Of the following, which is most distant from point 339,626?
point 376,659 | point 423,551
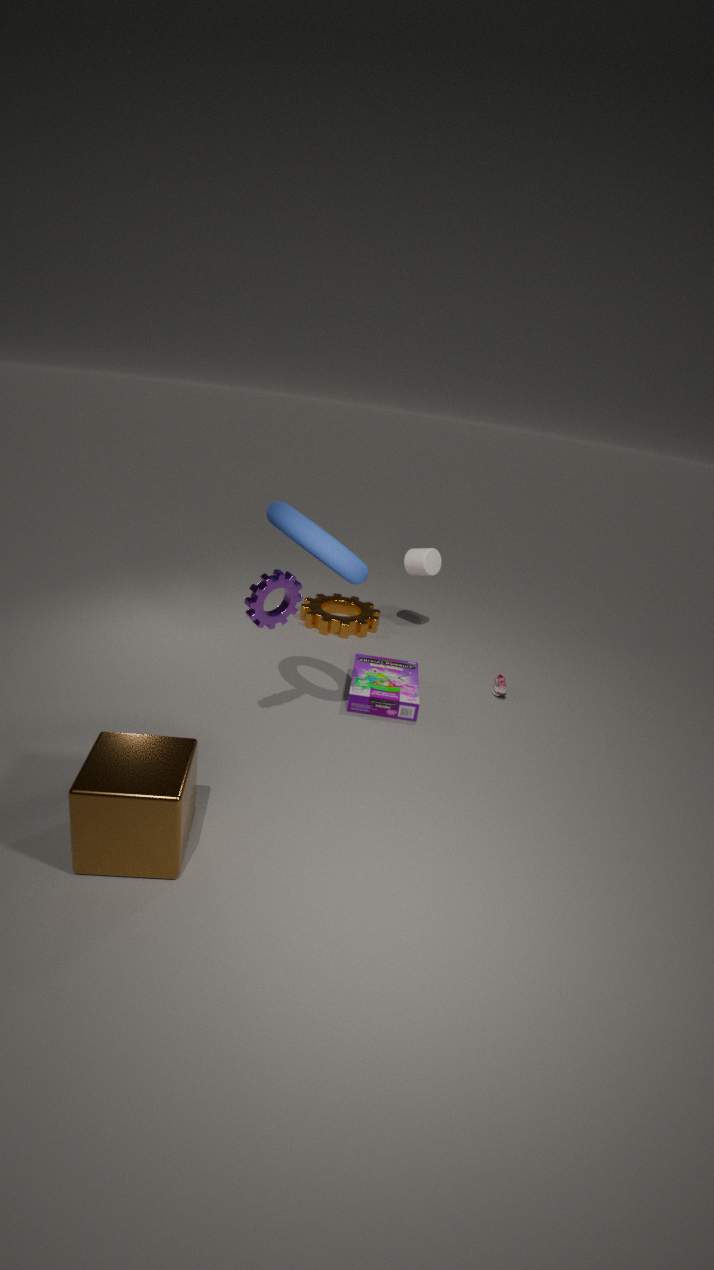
point 376,659
